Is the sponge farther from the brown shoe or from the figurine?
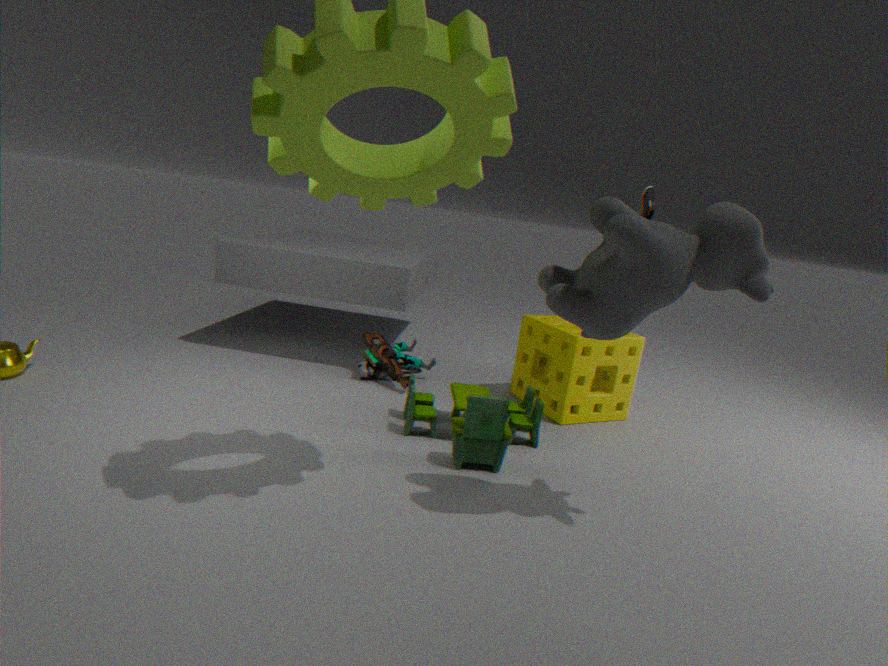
the brown shoe
